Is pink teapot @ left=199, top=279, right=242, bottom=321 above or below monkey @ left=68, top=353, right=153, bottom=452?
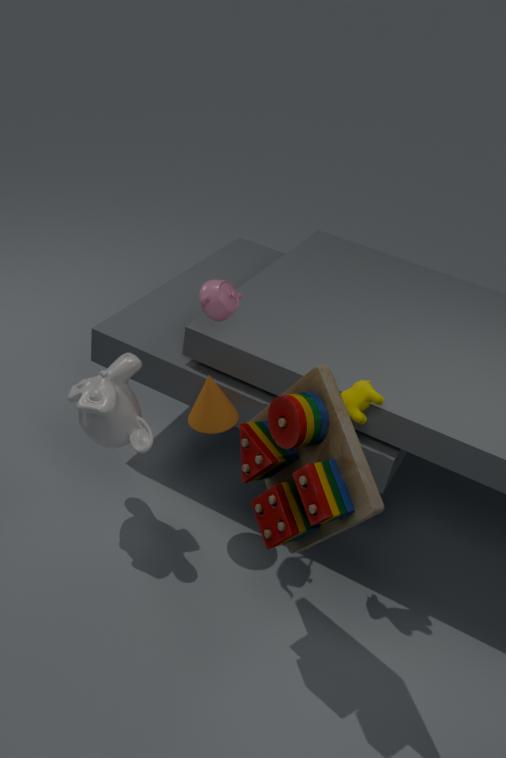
above
